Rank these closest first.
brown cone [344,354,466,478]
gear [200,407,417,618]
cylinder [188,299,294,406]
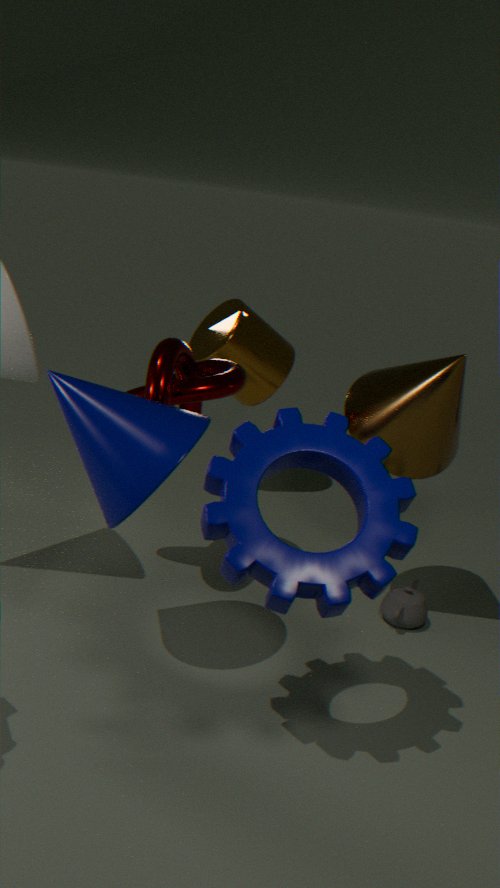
gear [200,407,417,618] → brown cone [344,354,466,478] → cylinder [188,299,294,406]
